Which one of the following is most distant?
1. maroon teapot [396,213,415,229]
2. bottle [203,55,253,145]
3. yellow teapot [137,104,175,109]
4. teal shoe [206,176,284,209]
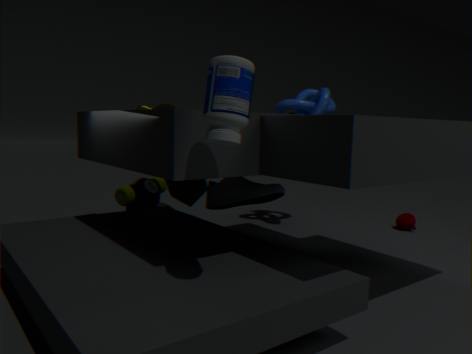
maroon teapot [396,213,415,229]
